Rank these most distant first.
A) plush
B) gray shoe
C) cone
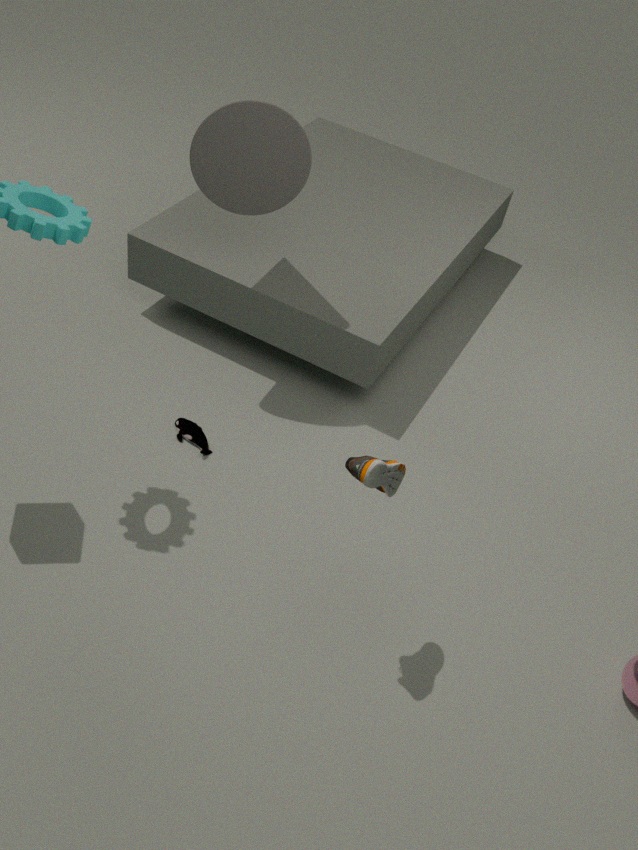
plush < cone < gray shoe
